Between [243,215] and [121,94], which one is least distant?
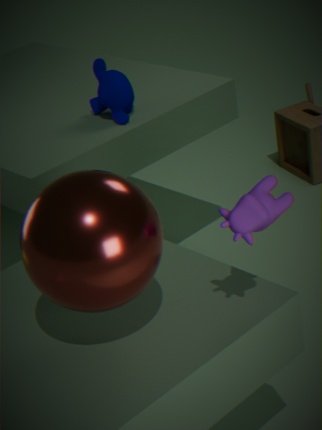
[243,215]
